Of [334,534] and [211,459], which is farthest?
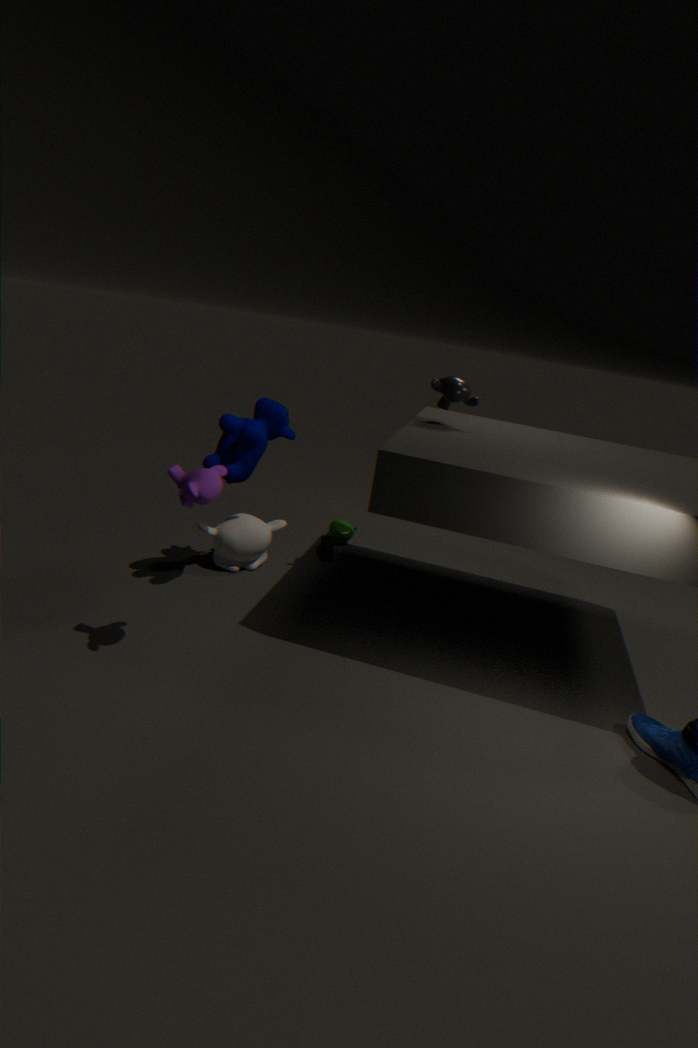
[334,534]
